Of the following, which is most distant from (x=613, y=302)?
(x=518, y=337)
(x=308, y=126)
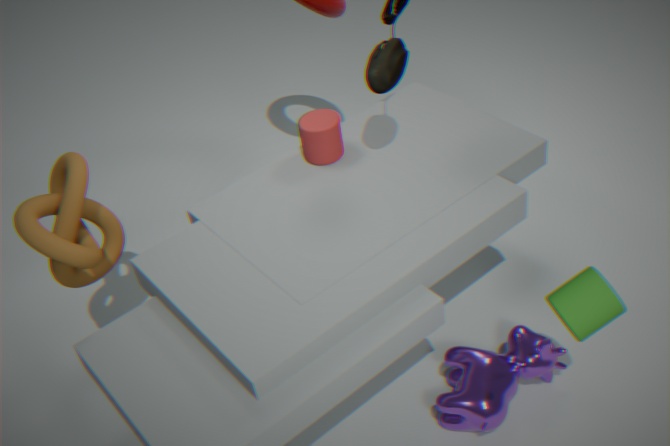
(x=308, y=126)
